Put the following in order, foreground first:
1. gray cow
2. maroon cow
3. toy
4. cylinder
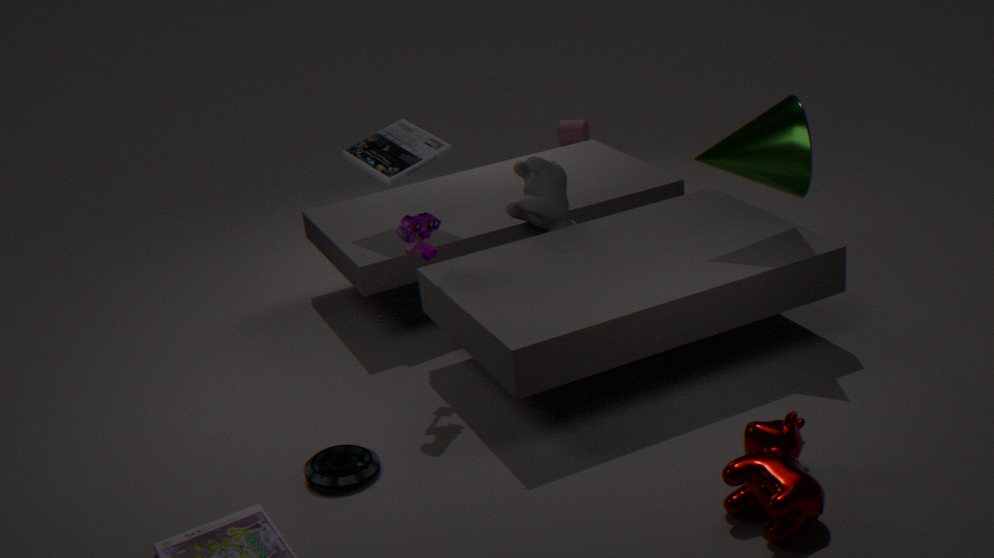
maroon cow, toy, gray cow, cylinder
